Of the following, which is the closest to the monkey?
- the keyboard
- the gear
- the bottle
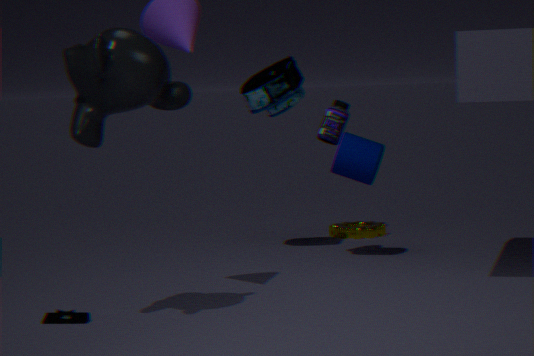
the keyboard
